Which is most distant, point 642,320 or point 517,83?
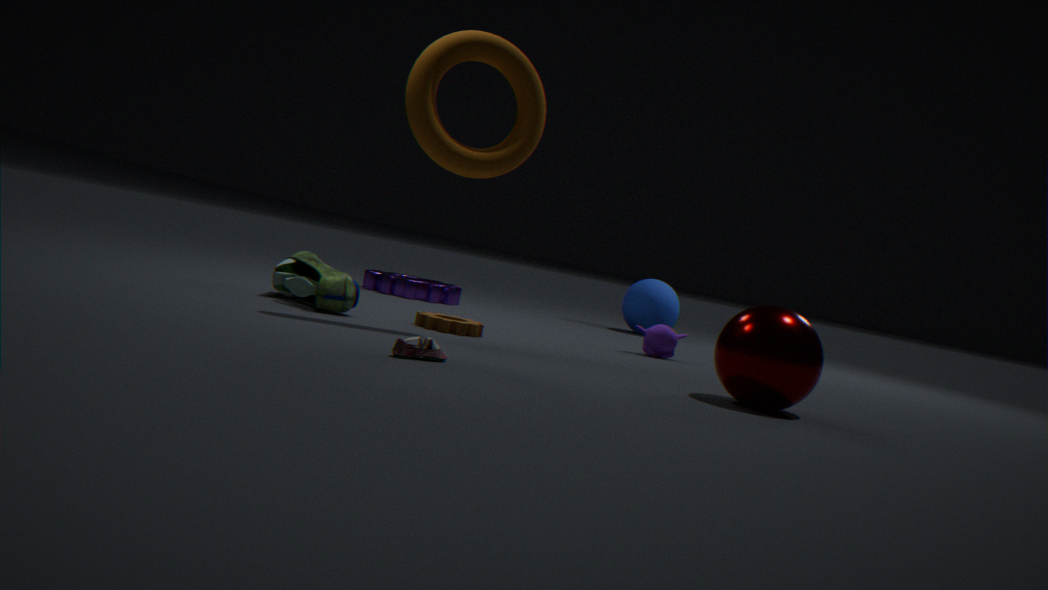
point 642,320
